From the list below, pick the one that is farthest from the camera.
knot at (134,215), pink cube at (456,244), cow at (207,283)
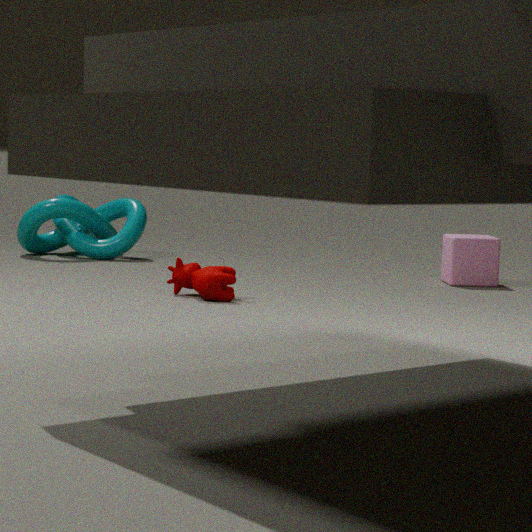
knot at (134,215)
